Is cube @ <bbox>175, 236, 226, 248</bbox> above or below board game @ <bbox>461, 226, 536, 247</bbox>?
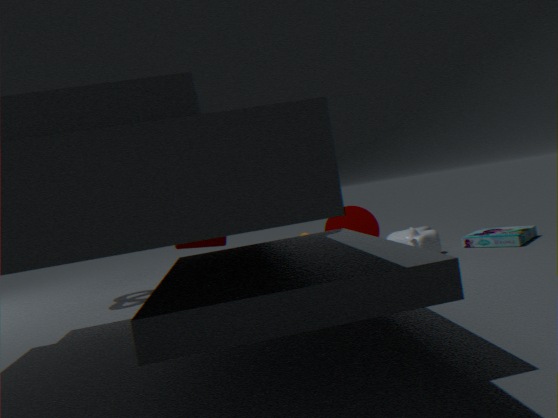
above
